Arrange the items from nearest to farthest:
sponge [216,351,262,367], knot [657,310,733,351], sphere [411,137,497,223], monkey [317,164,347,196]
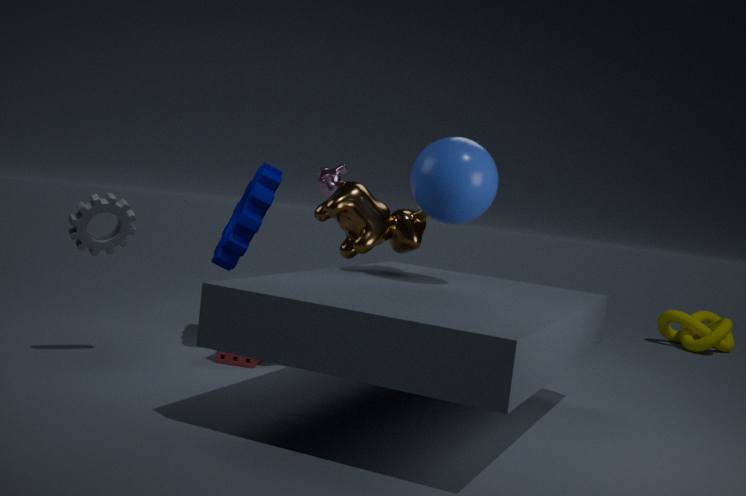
1. sphere [411,137,497,223]
2. sponge [216,351,262,367]
3. monkey [317,164,347,196]
4. knot [657,310,733,351]
